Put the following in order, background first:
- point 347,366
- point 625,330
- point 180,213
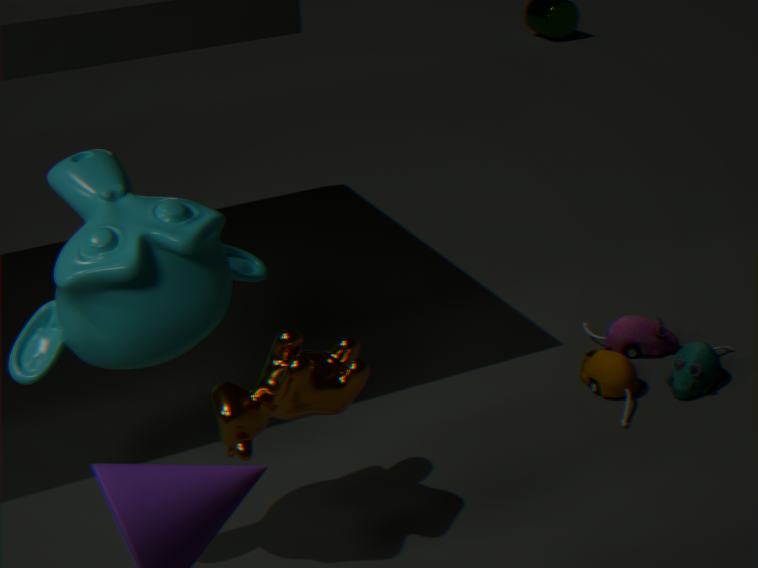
point 625,330 → point 180,213 → point 347,366
